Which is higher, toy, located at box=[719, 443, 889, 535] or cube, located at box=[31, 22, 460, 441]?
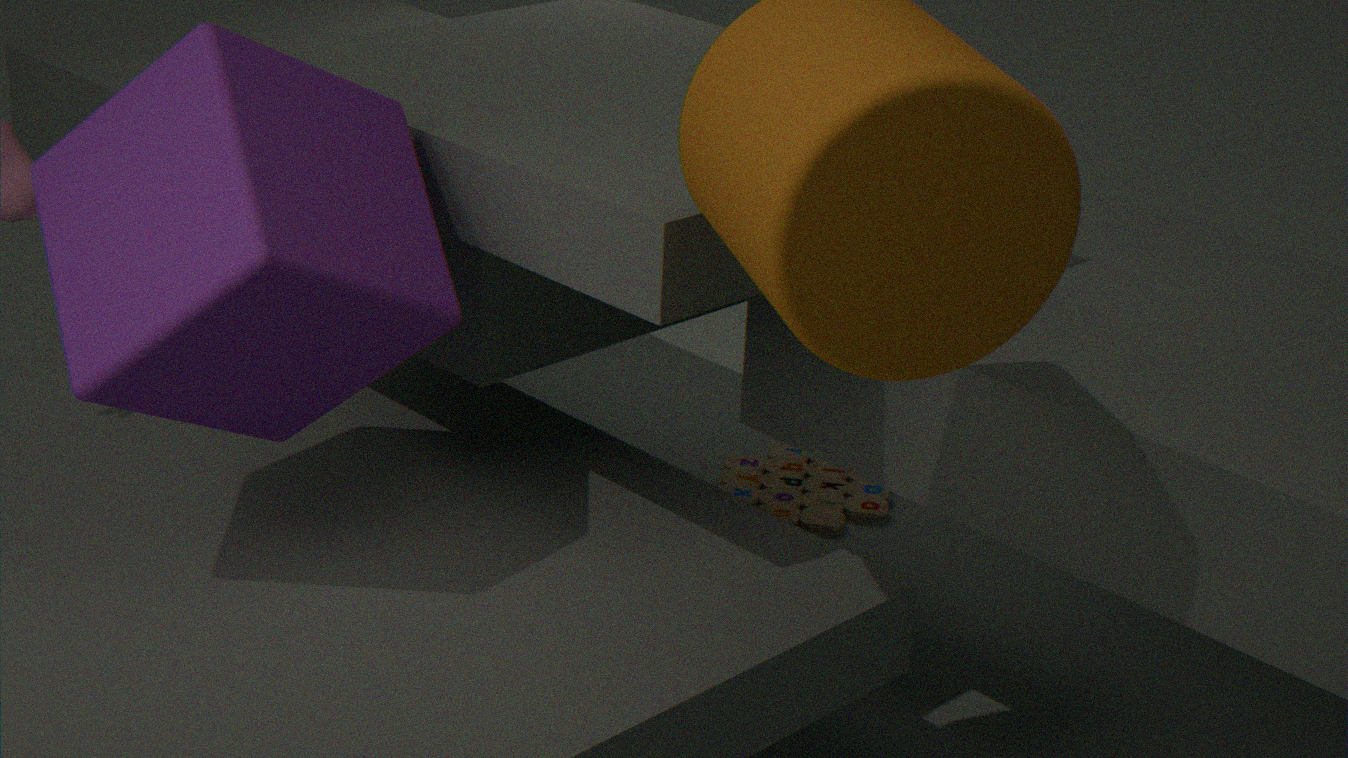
cube, located at box=[31, 22, 460, 441]
